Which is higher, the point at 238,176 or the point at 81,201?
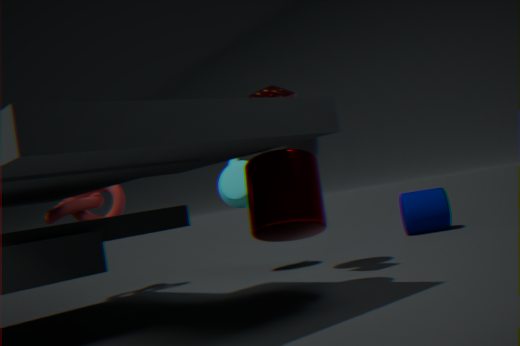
the point at 81,201
